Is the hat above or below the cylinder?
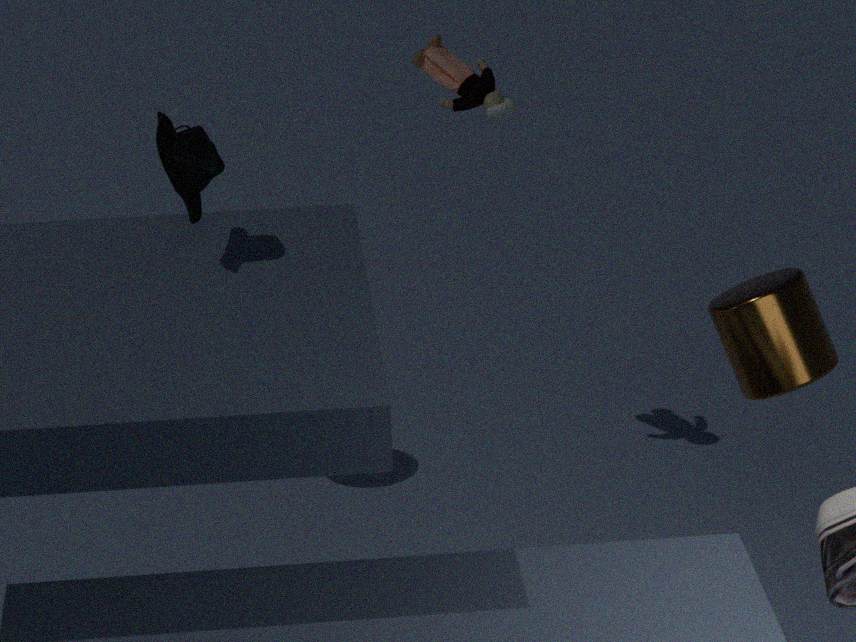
above
